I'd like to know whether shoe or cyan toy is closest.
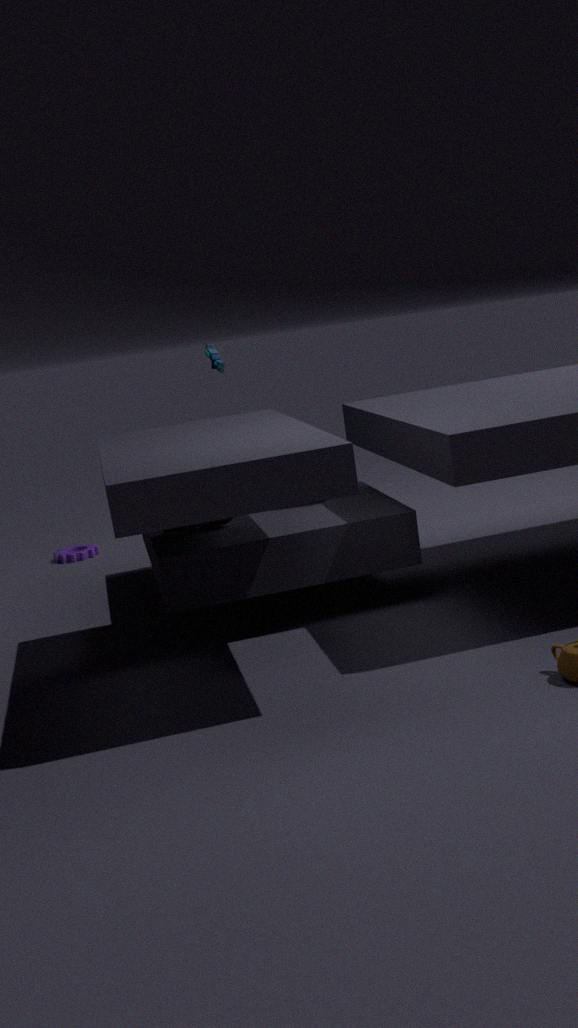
shoe
